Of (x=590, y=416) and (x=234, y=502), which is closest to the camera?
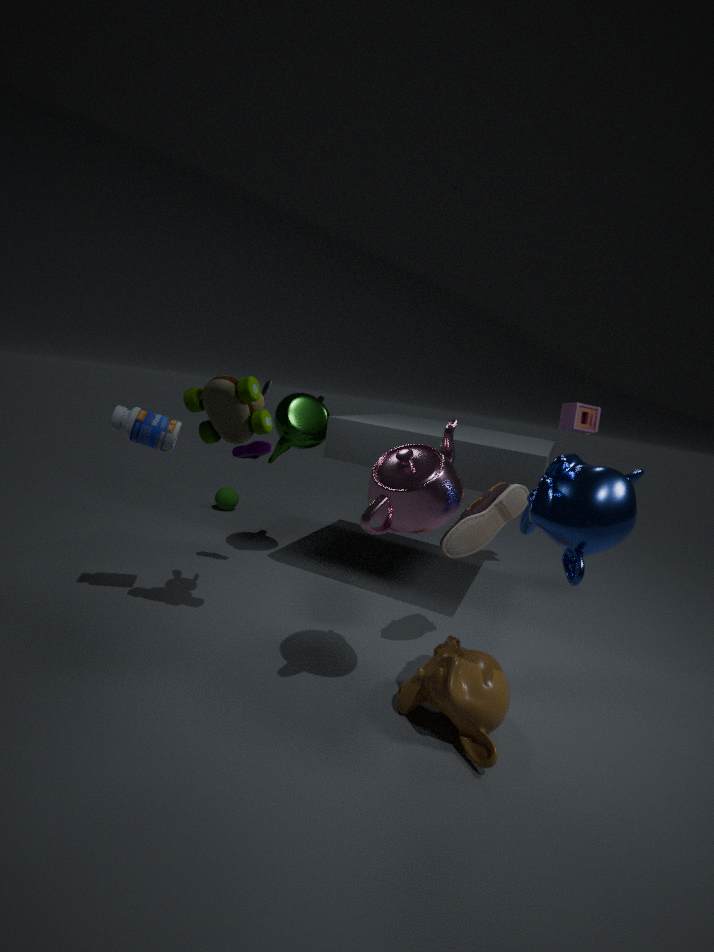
(x=590, y=416)
